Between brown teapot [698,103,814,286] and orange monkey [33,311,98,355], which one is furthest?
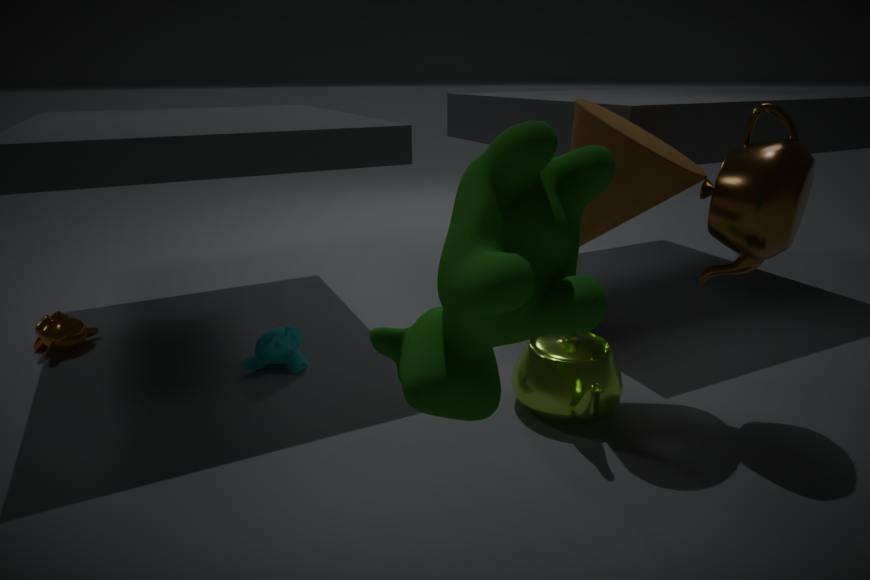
orange monkey [33,311,98,355]
